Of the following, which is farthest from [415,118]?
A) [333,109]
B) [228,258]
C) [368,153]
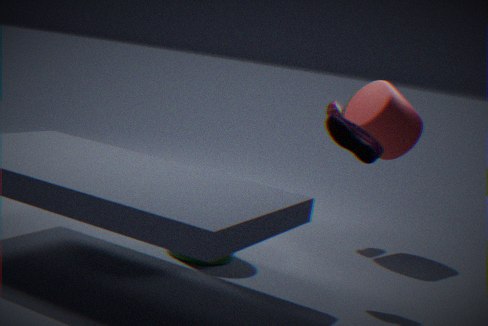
[228,258]
